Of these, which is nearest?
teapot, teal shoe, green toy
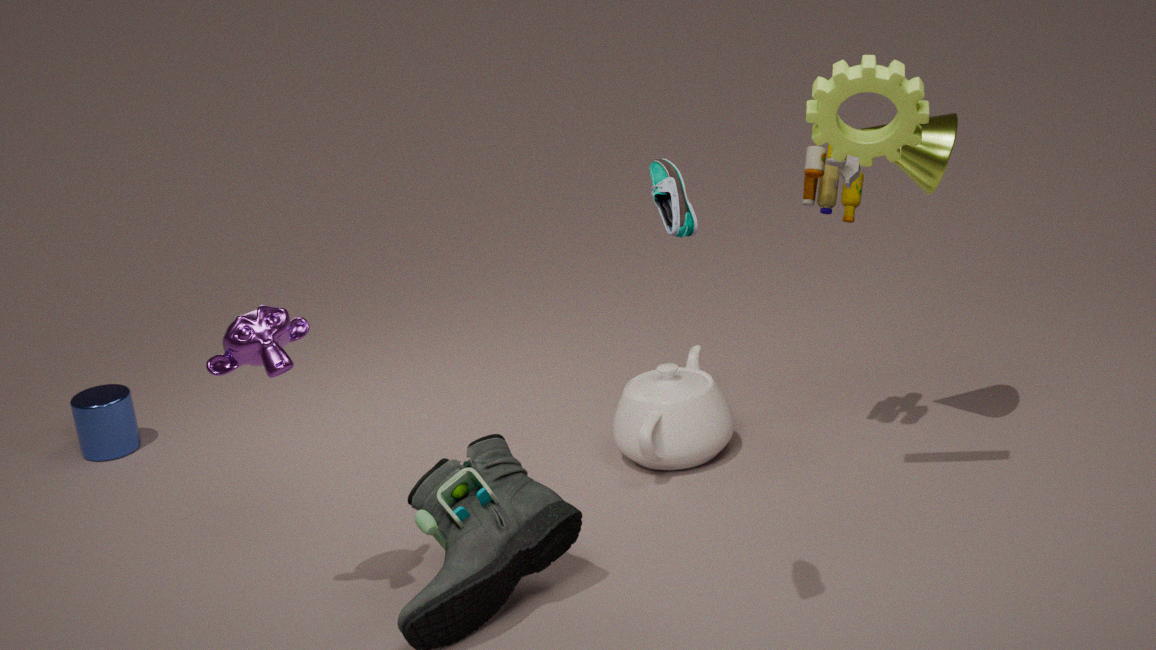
teal shoe
